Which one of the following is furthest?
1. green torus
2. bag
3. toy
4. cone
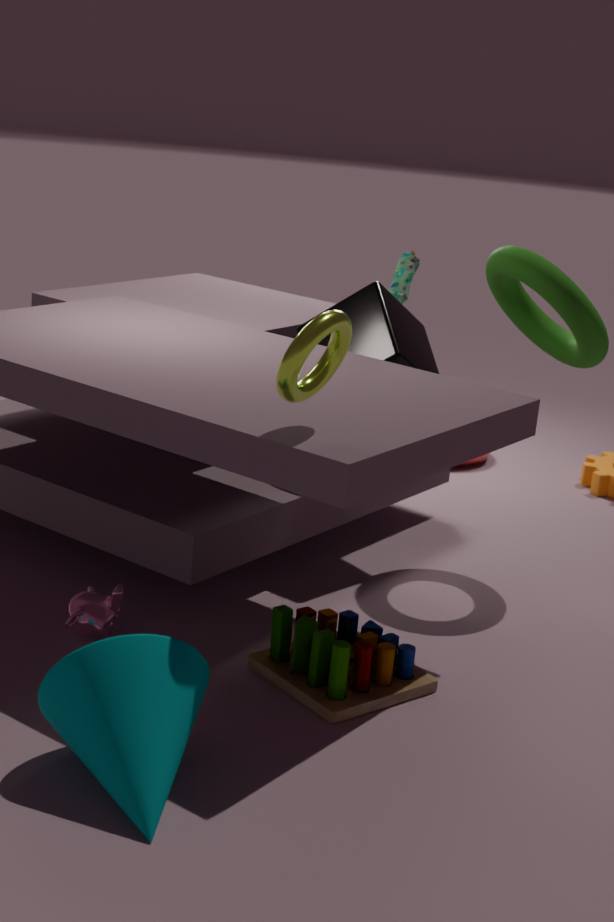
bag
